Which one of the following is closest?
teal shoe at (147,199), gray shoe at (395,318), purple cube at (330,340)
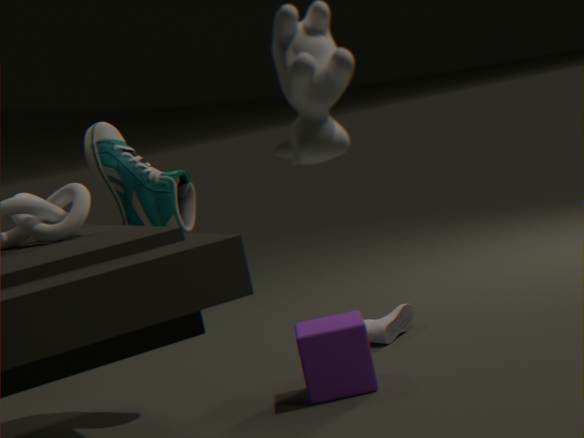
purple cube at (330,340)
